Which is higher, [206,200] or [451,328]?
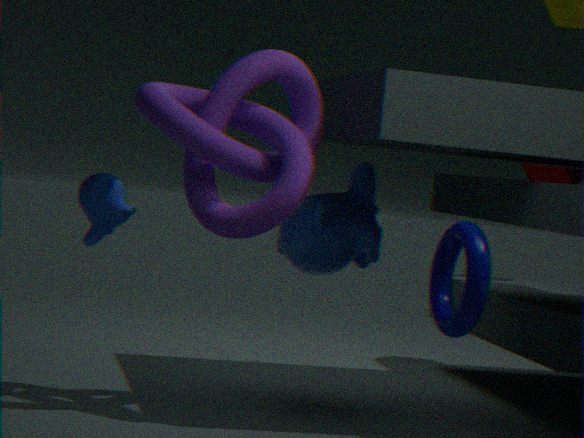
[206,200]
